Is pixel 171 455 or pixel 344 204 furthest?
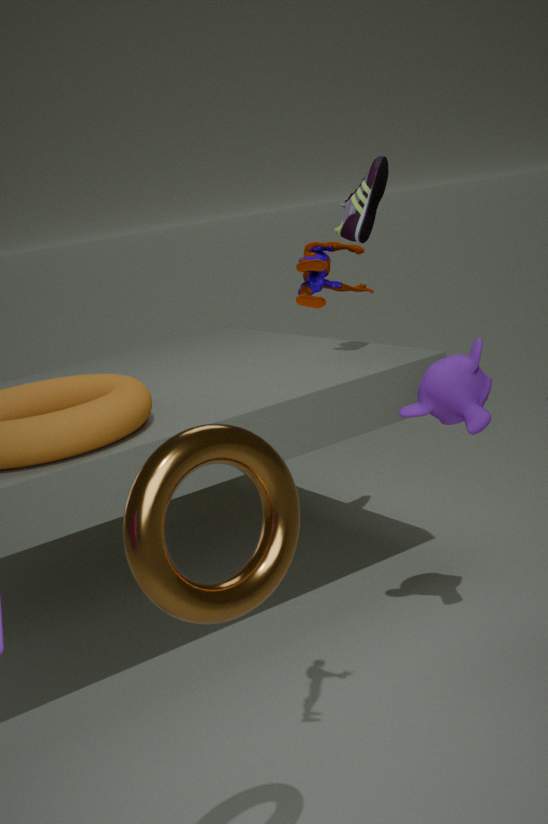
pixel 344 204
